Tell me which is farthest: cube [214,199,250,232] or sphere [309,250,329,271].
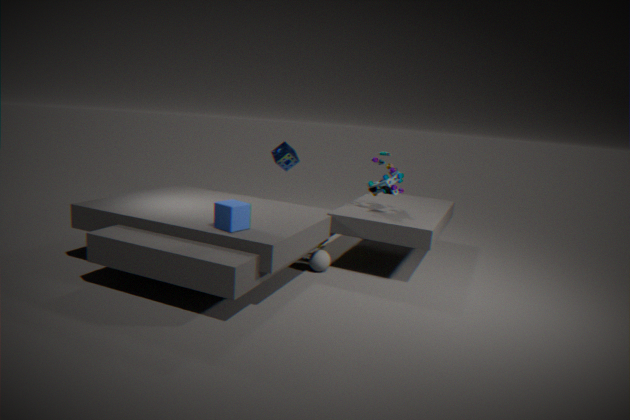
sphere [309,250,329,271]
